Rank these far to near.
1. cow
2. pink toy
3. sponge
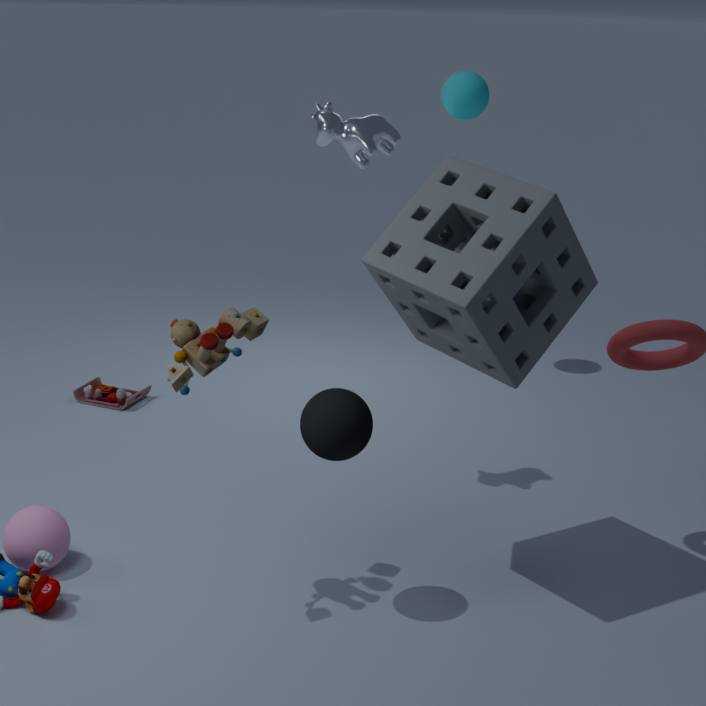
1. pink toy
2. cow
3. sponge
